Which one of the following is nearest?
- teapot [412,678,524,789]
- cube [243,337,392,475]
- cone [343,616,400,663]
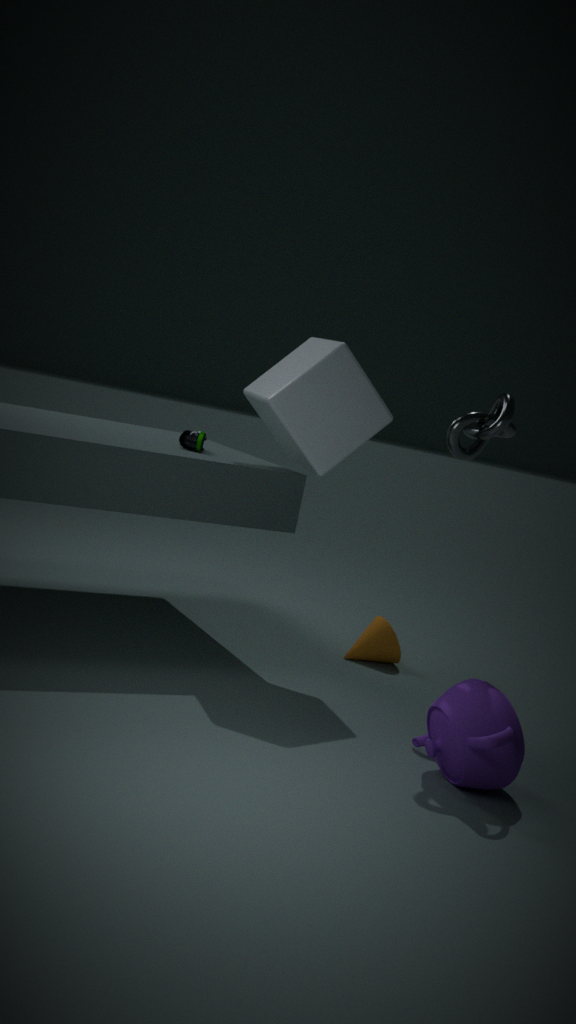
teapot [412,678,524,789]
